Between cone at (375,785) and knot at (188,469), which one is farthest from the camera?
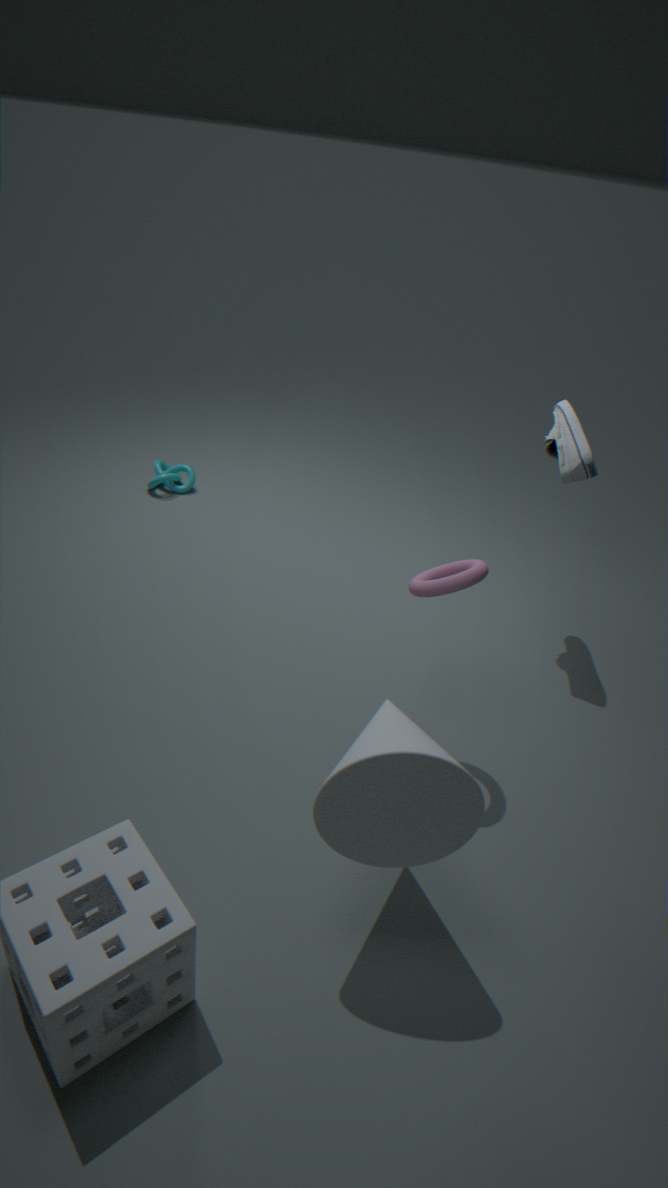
knot at (188,469)
